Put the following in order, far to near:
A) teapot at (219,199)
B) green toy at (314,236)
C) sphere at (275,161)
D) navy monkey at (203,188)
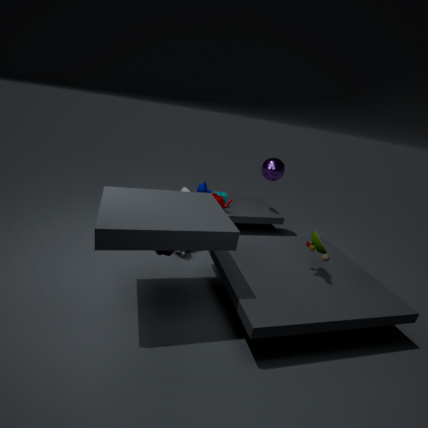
1. sphere at (275,161)
2. teapot at (219,199)
3. navy monkey at (203,188)
4. green toy at (314,236)
